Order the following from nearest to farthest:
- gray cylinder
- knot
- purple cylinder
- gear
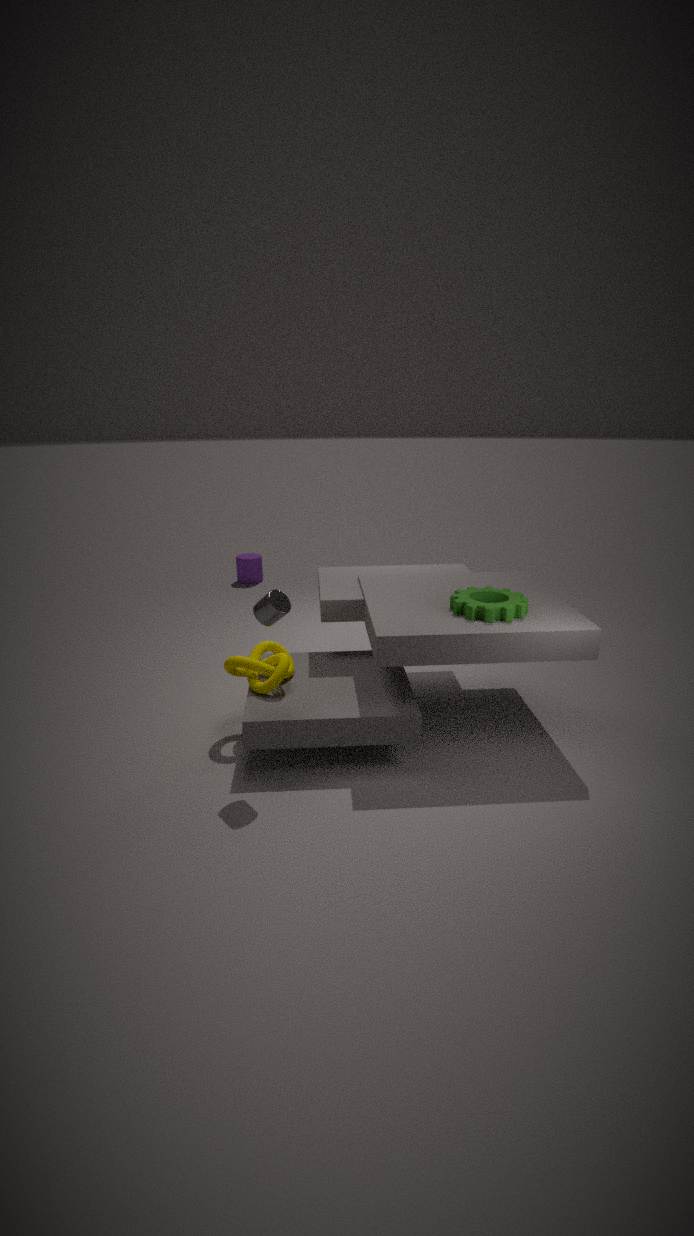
gray cylinder → gear → knot → purple cylinder
